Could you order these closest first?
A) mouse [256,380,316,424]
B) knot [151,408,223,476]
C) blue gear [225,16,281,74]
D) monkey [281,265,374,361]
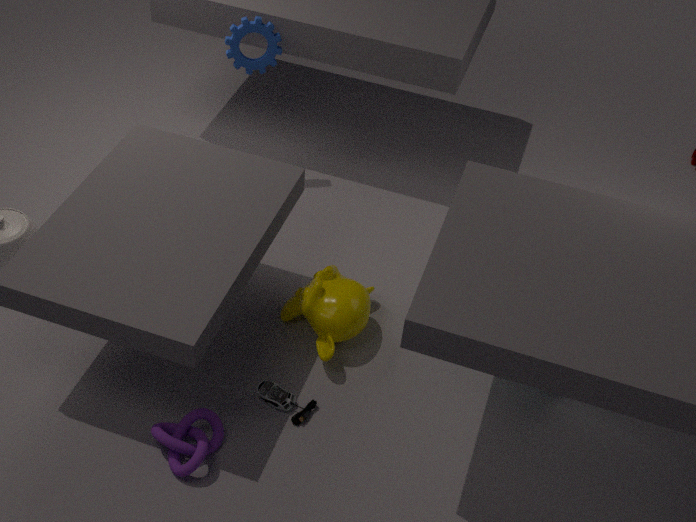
knot [151,408,223,476]
mouse [256,380,316,424]
monkey [281,265,374,361]
blue gear [225,16,281,74]
